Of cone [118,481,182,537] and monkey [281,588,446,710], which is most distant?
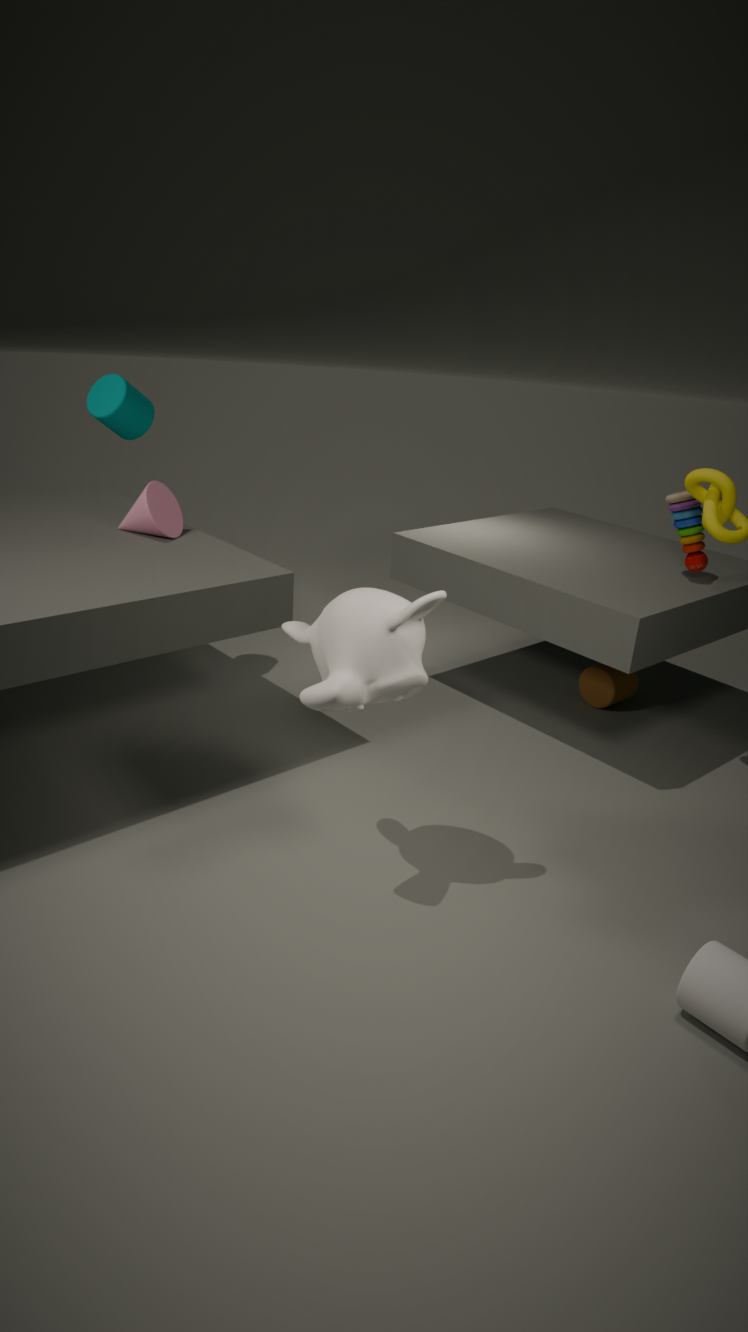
cone [118,481,182,537]
